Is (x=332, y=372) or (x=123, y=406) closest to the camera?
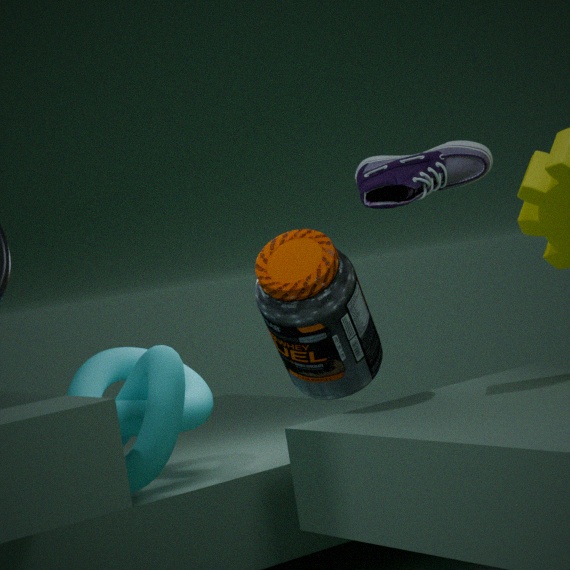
(x=123, y=406)
